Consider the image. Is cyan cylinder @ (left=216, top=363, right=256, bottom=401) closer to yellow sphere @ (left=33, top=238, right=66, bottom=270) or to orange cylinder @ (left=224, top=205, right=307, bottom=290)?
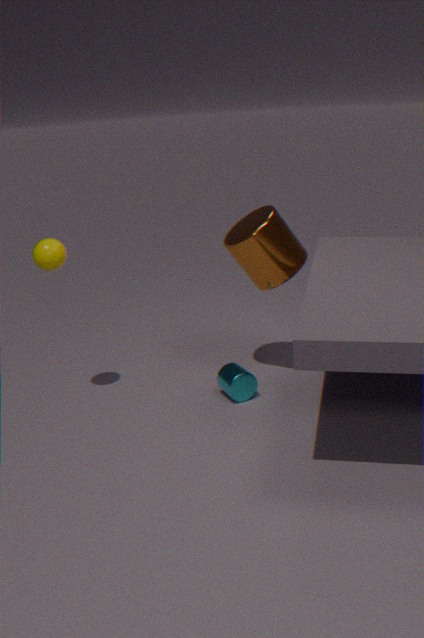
orange cylinder @ (left=224, top=205, right=307, bottom=290)
